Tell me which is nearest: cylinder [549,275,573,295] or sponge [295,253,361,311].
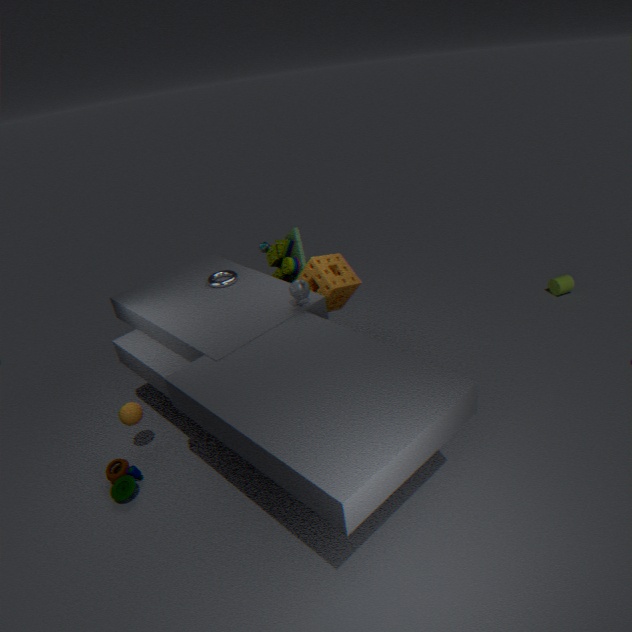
Answer: sponge [295,253,361,311]
